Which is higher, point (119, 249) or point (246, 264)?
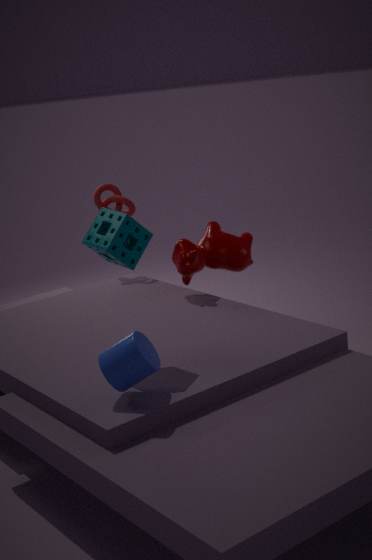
point (119, 249)
